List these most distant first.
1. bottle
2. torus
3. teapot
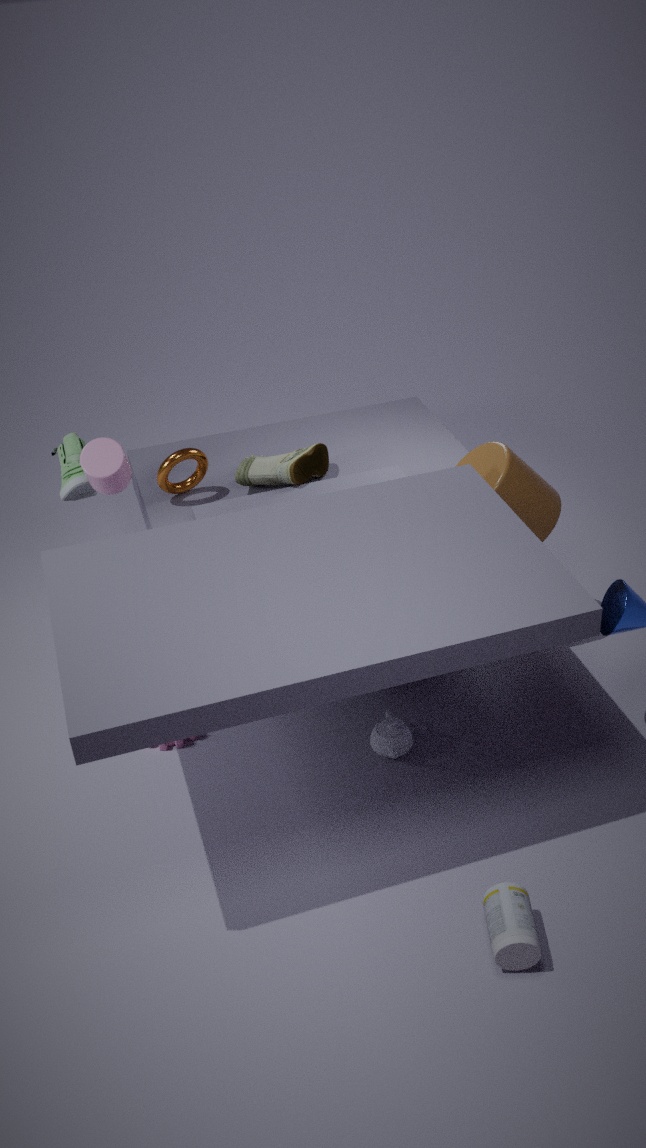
torus, teapot, bottle
